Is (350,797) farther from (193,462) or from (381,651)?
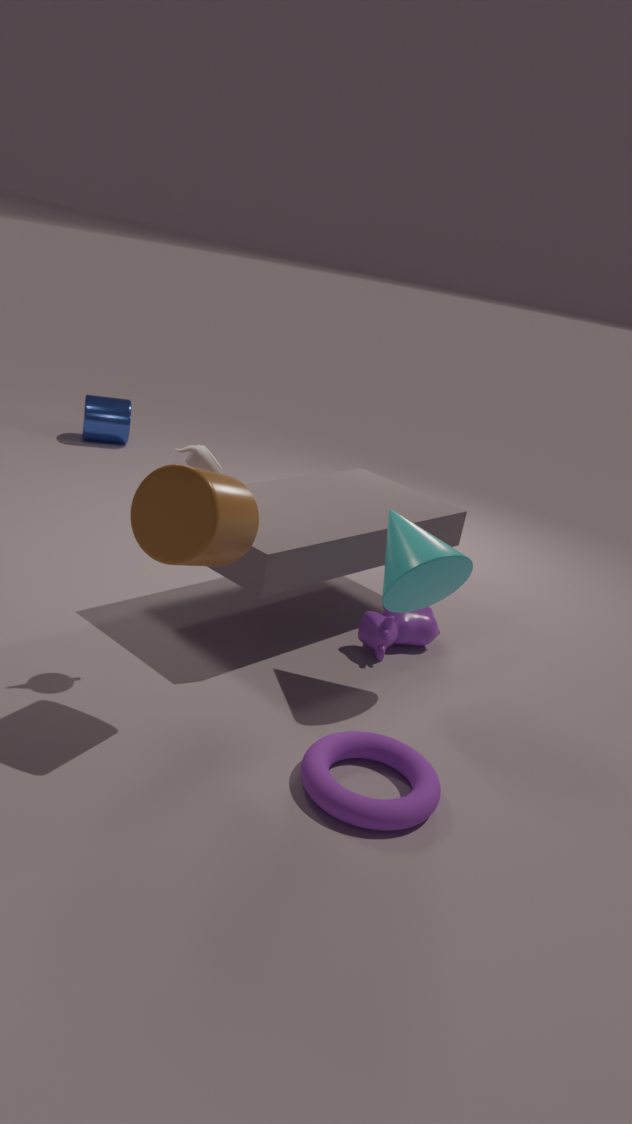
(193,462)
